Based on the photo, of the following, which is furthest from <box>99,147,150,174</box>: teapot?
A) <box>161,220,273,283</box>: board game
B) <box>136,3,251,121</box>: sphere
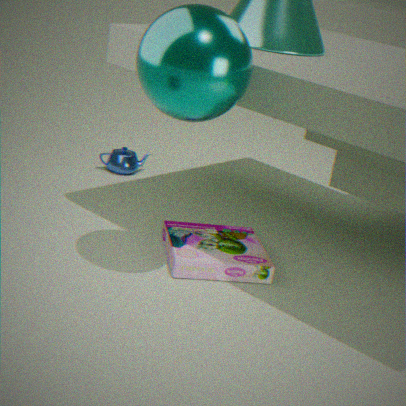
<box>136,3,251,121</box>: sphere
